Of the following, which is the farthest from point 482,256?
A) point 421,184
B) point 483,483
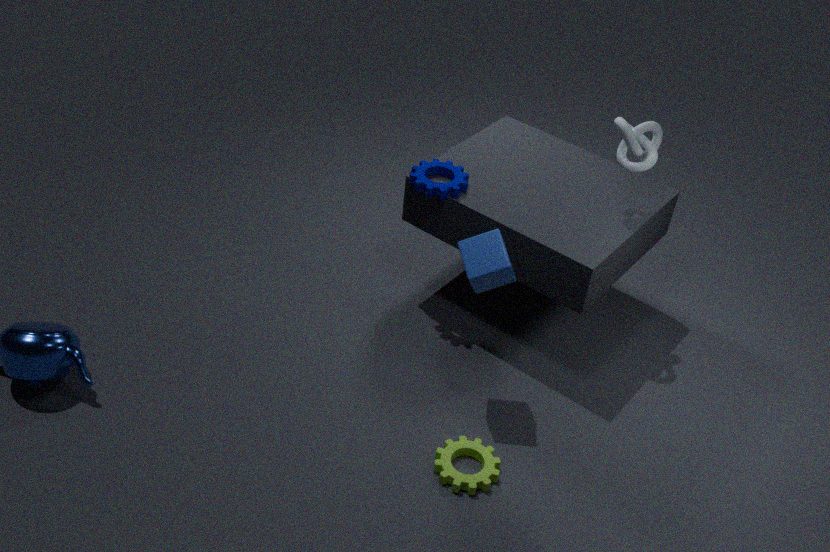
point 483,483
